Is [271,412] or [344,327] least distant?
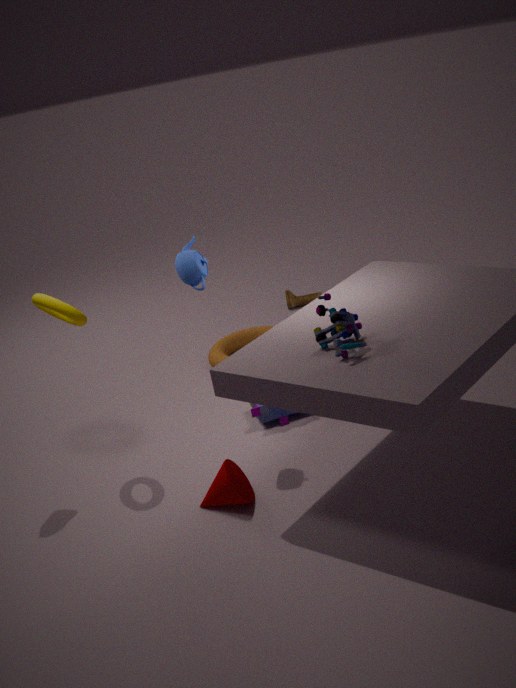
[344,327]
